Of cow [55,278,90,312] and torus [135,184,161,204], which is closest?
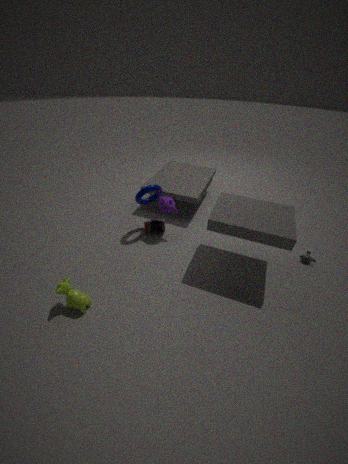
cow [55,278,90,312]
